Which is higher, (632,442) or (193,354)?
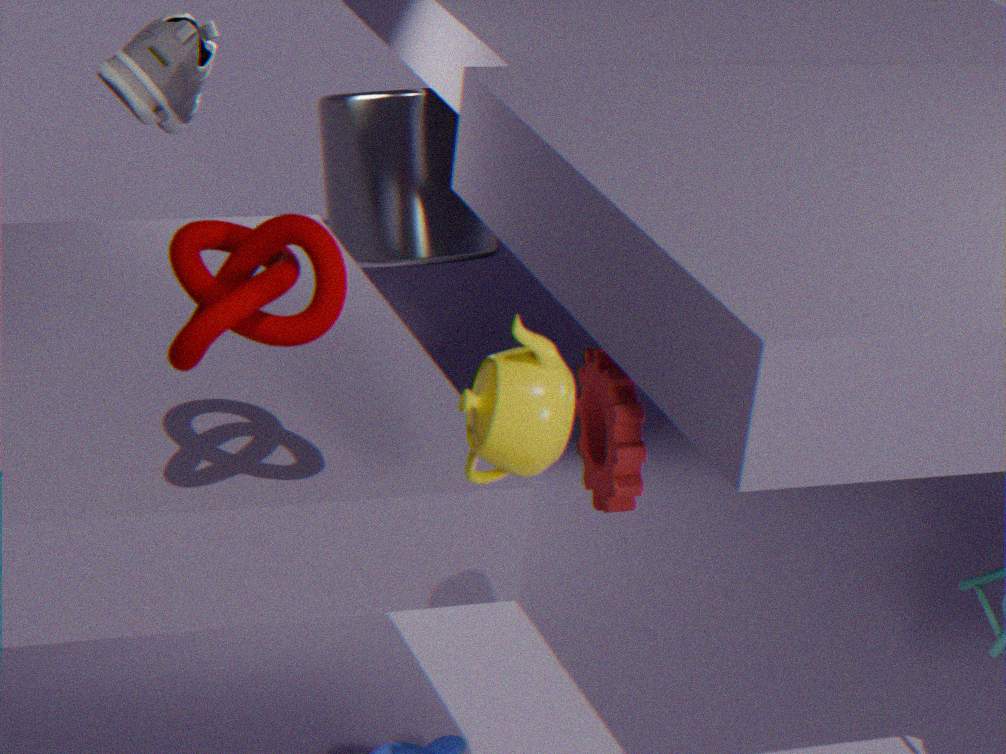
(193,354)
